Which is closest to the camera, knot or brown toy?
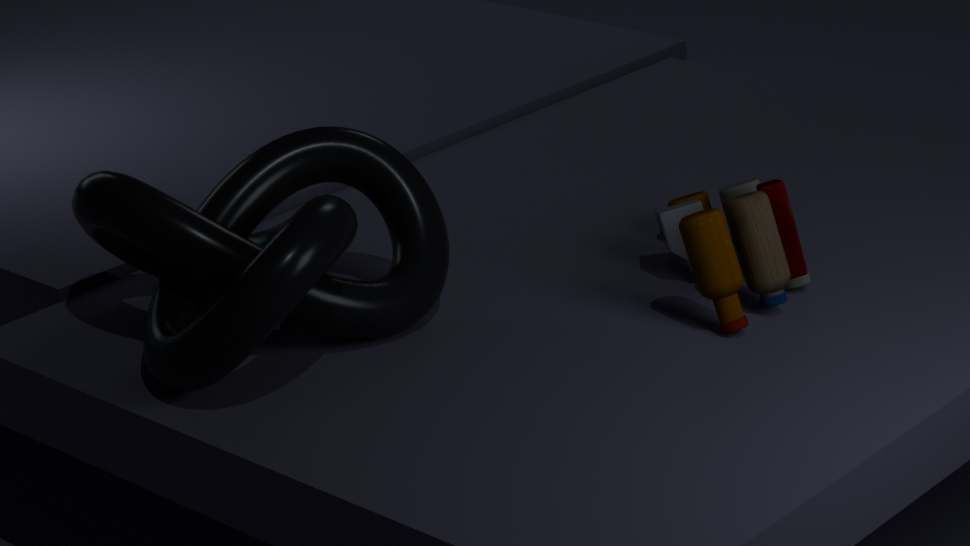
knot
